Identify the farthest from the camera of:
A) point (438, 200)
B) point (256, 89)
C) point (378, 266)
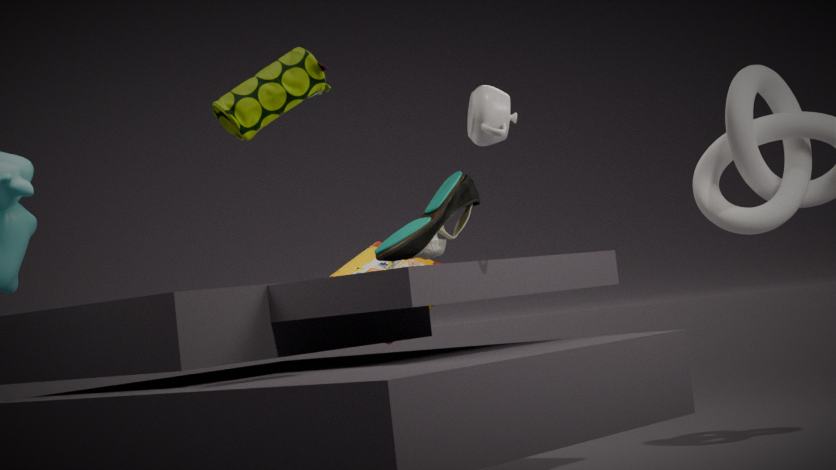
point (378, 266)
